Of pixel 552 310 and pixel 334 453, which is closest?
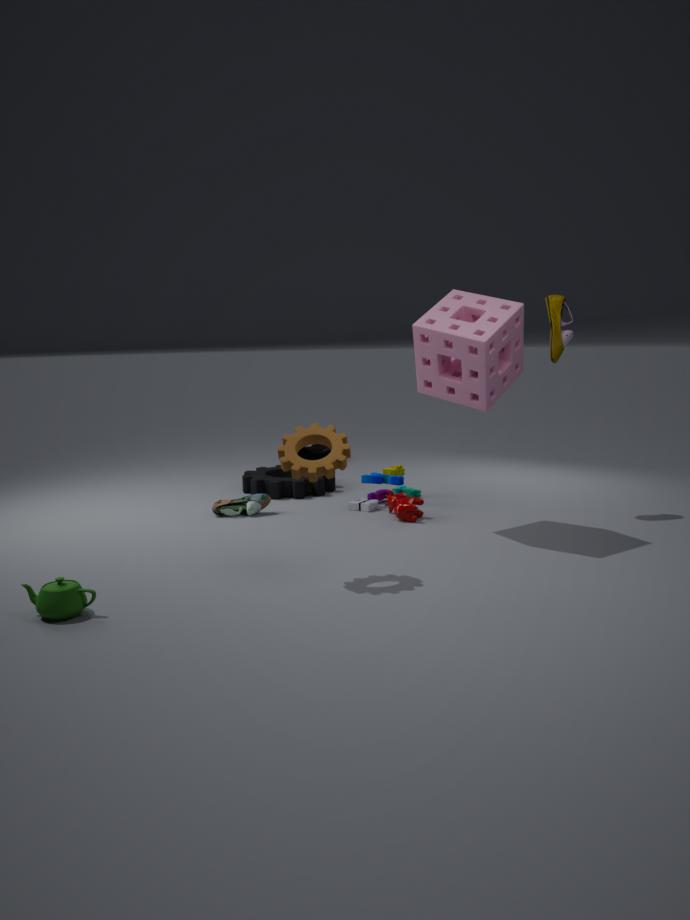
pixel 334 453
